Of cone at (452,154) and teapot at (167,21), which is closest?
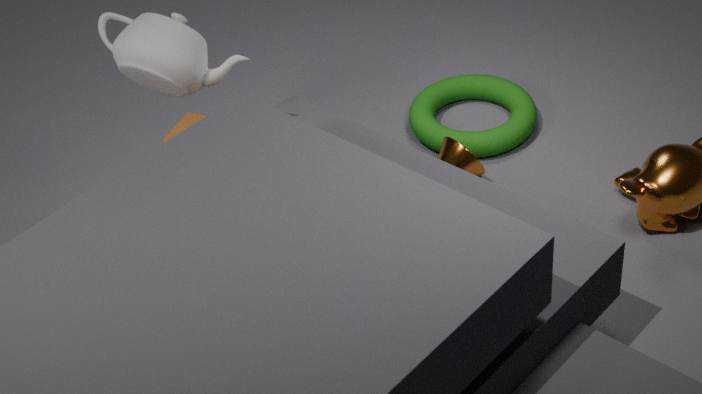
teapot at (167,21)
